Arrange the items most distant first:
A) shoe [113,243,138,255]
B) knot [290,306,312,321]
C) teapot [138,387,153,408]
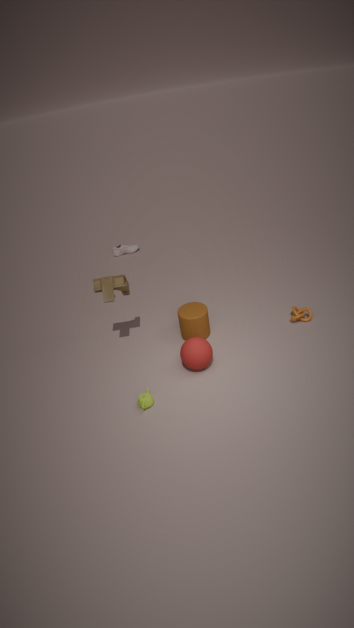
shoe [113,243,138,255]
knot [290,306,312,321]
teapot [138,387,153,408]
